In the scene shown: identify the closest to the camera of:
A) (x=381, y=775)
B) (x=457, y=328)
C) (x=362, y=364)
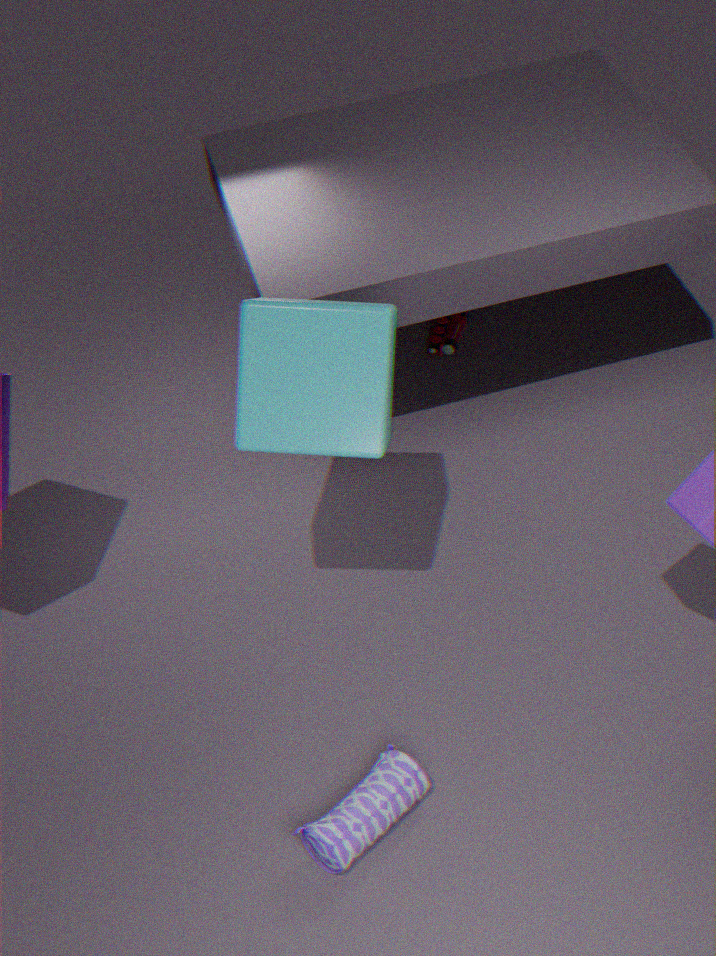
(x=362, y=364)
